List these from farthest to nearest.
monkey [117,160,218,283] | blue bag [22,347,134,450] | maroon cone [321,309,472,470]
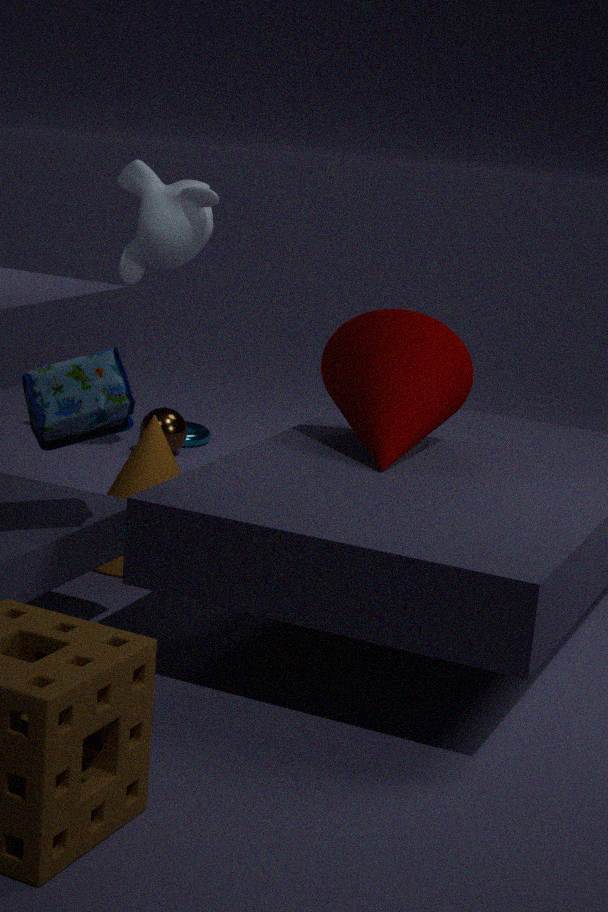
monkey [117,160,218,283], maroon cone [321,309,472,470], blue bag [22,347,134,450]
